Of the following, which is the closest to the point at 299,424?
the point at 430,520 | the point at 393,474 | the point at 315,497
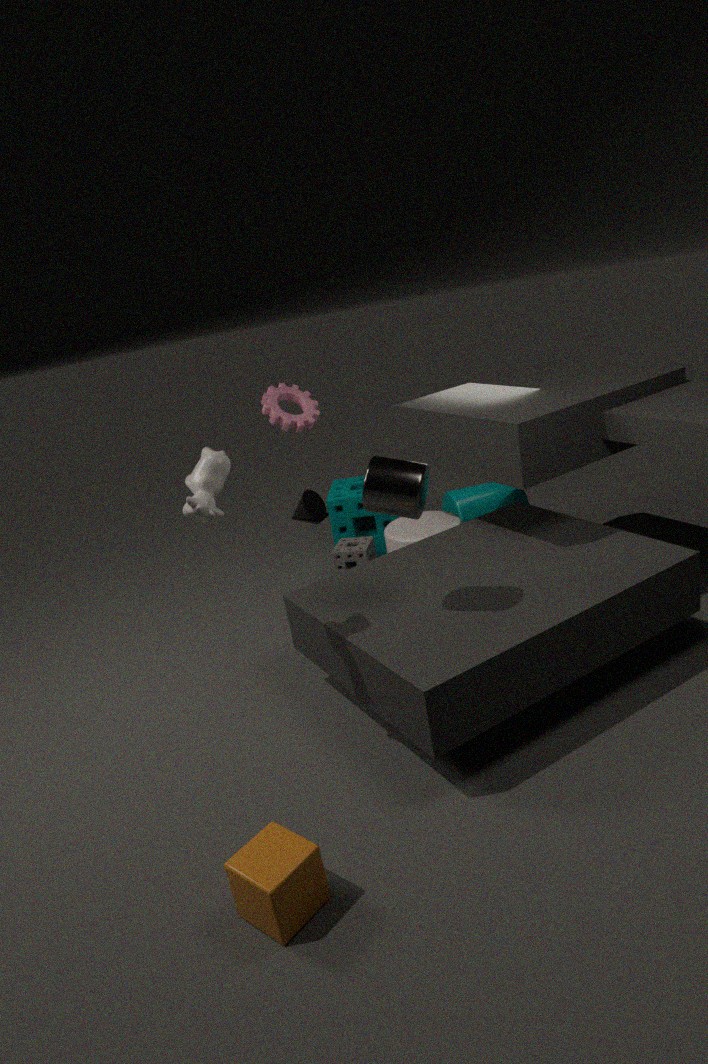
the point at 430,520
